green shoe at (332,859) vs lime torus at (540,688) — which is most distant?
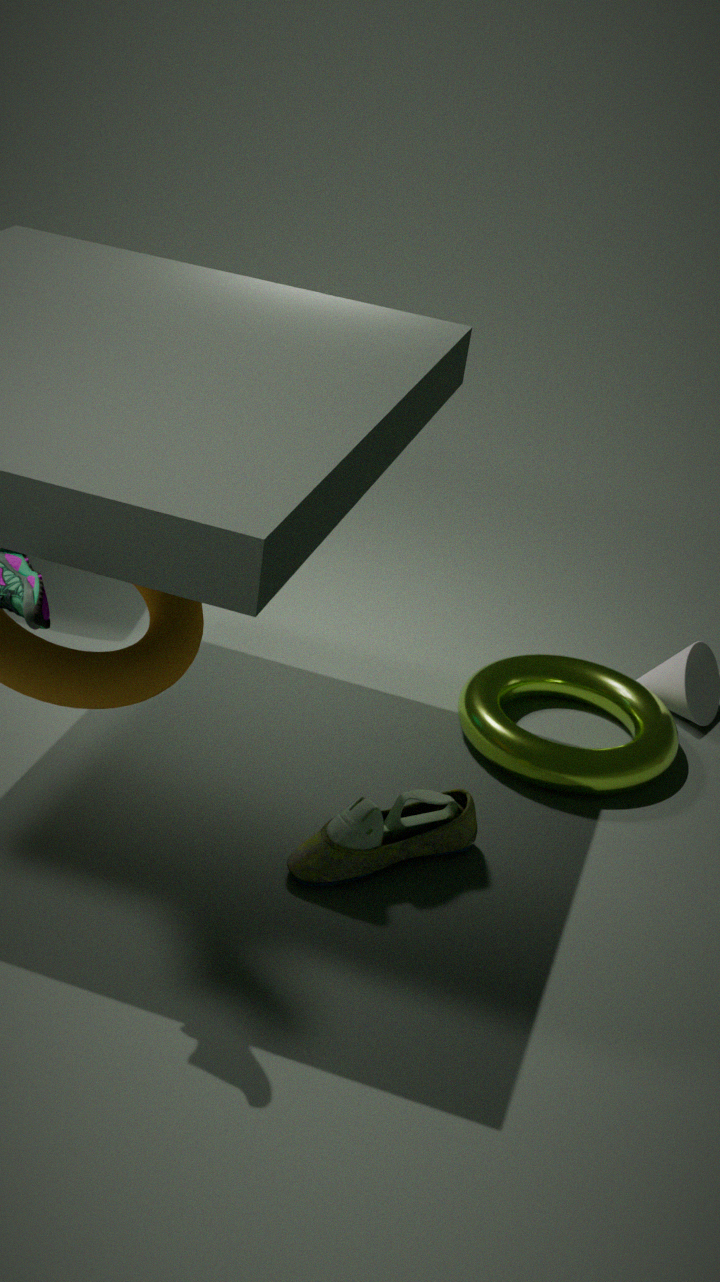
lime torus at (540,688)
